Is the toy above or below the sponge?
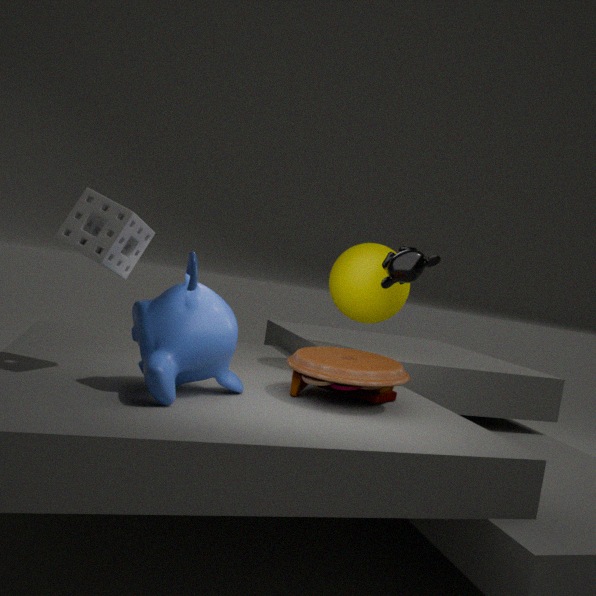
below
